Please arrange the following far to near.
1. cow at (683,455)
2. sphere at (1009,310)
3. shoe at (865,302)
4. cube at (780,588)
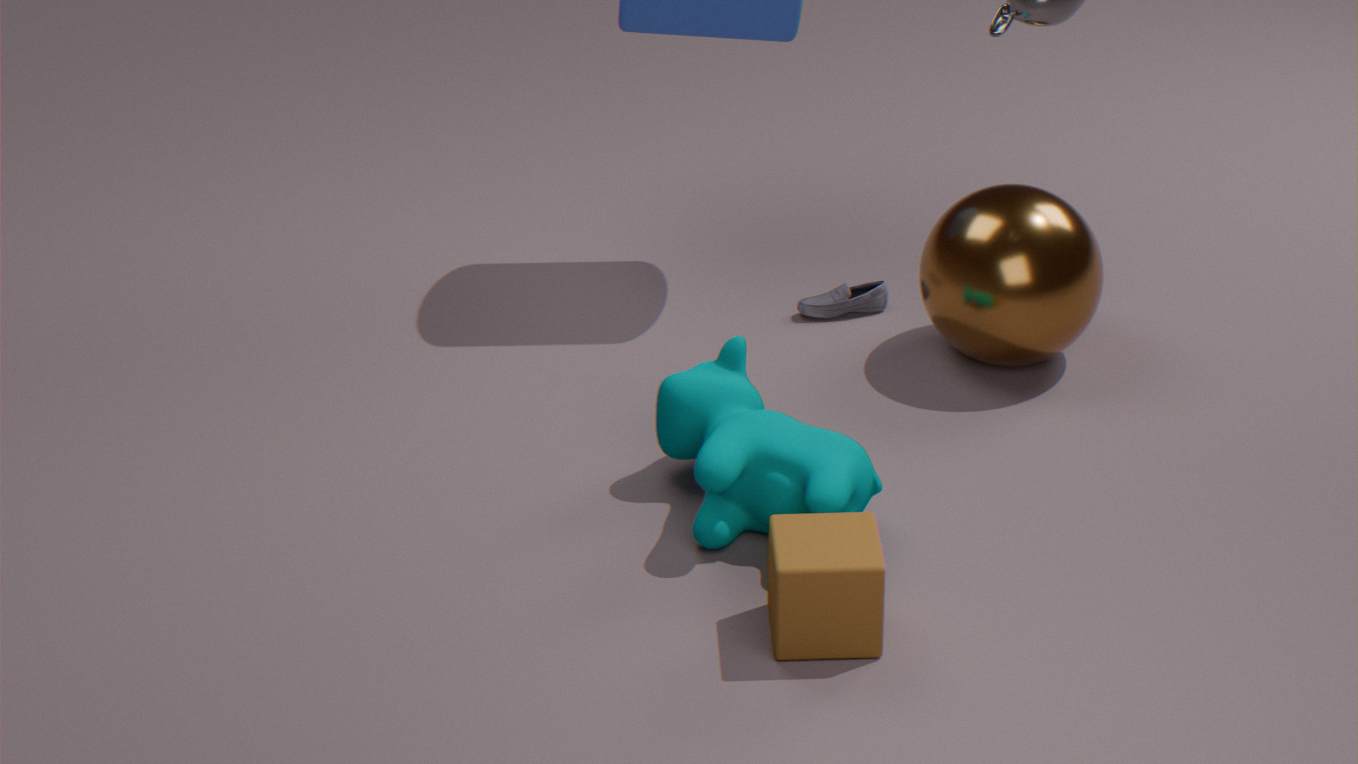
shoe at (865,302) → sphere at (1009,310) → cow at (683,455) → cube at (780,588)
